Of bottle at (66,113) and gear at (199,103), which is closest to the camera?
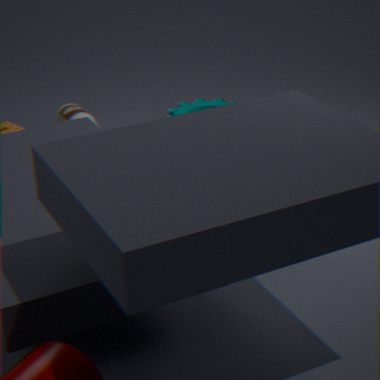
bottle at (66,113)
